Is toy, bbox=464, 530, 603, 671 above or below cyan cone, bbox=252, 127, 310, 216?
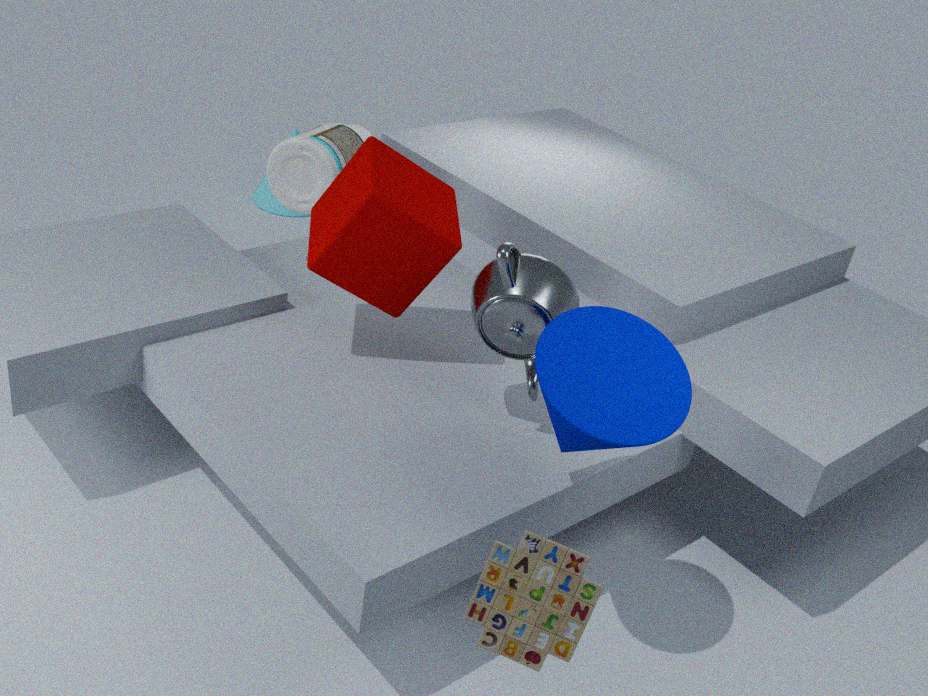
above
